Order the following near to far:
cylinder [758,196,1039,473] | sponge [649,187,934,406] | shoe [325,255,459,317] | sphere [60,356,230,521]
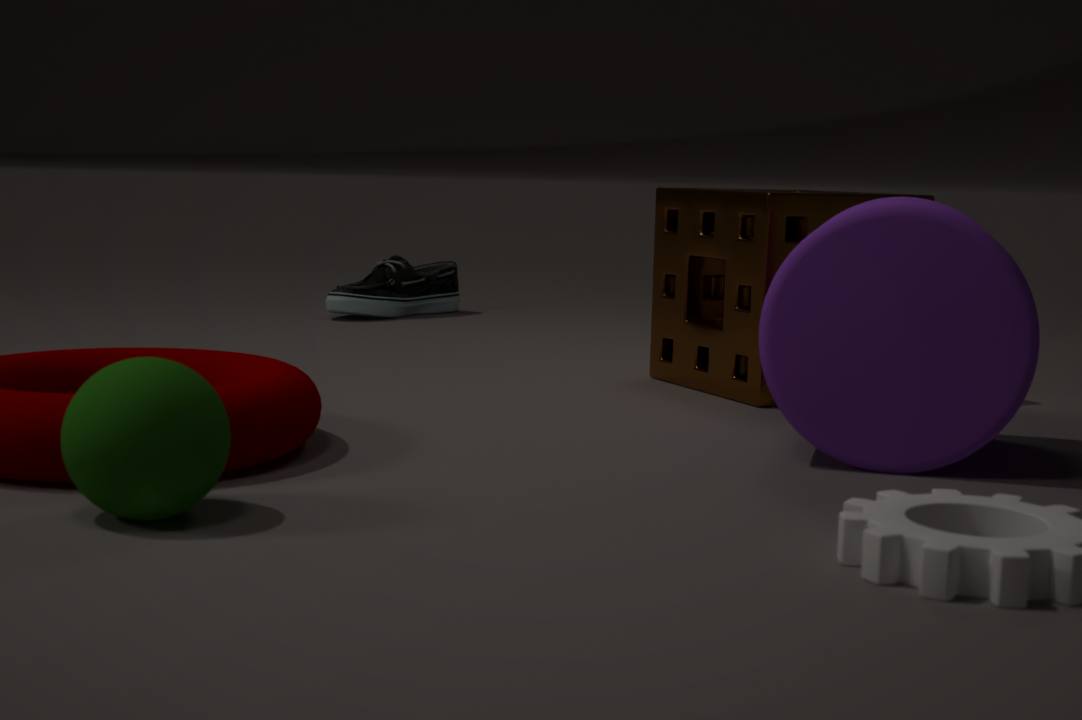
sphere [60,356,230,521] < cylinder [758,196,1039,473] < sponge [649,187,934,406] < shoe [325,255,459,317]
